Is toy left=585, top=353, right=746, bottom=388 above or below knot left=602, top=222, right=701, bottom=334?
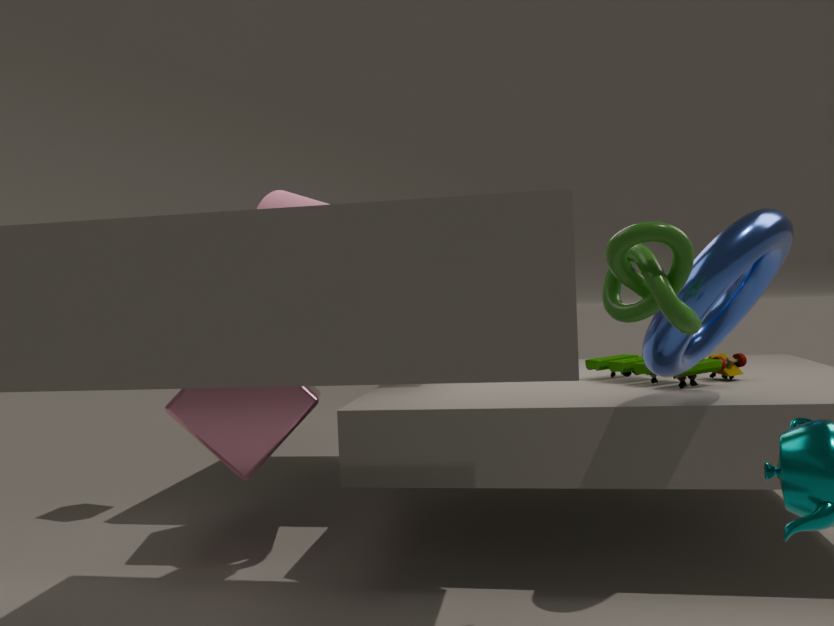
below
